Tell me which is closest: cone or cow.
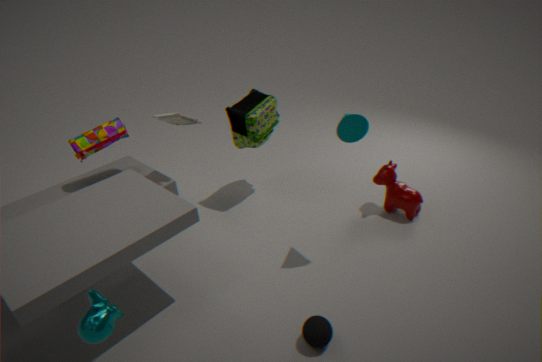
cone
